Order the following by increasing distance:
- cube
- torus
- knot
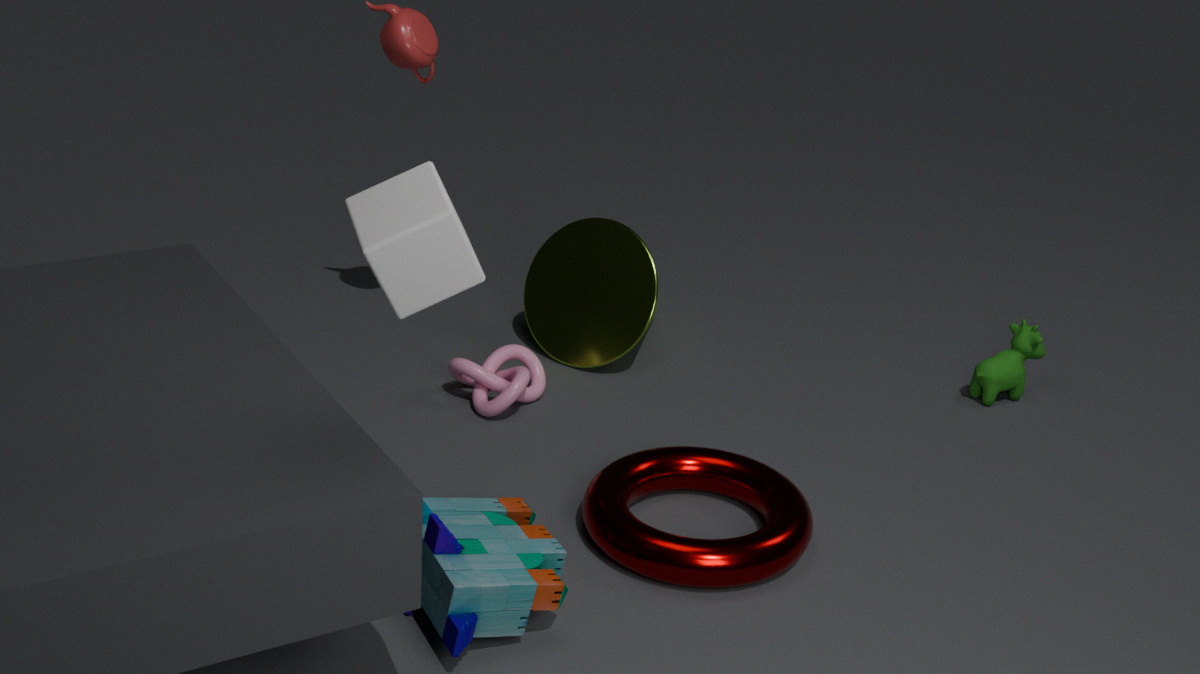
cube < torus < knot
